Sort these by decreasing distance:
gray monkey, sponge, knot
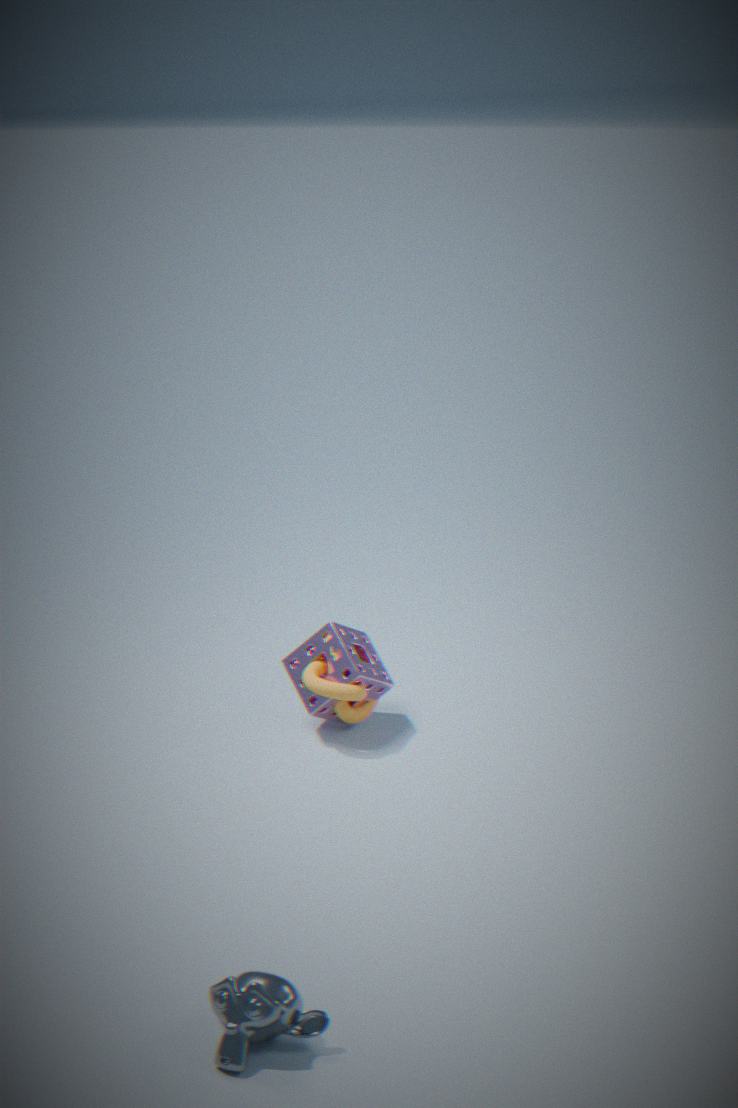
sponge < knot < gray monkey
